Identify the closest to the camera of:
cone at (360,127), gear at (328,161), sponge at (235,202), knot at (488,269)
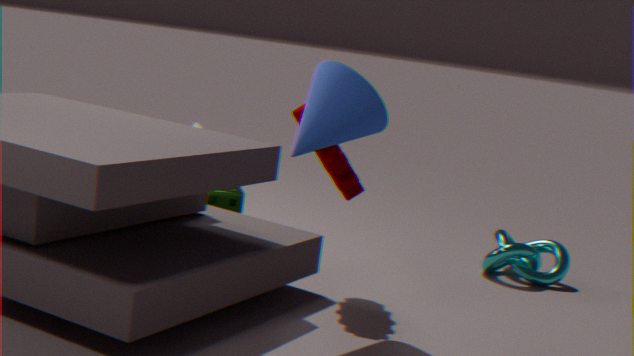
cone at (360,127)
